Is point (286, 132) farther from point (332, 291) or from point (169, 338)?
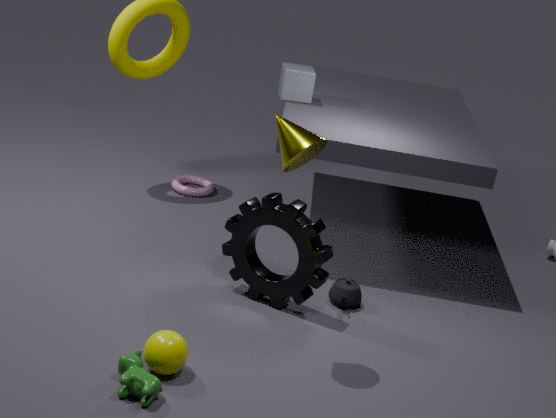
point (332, 291)
